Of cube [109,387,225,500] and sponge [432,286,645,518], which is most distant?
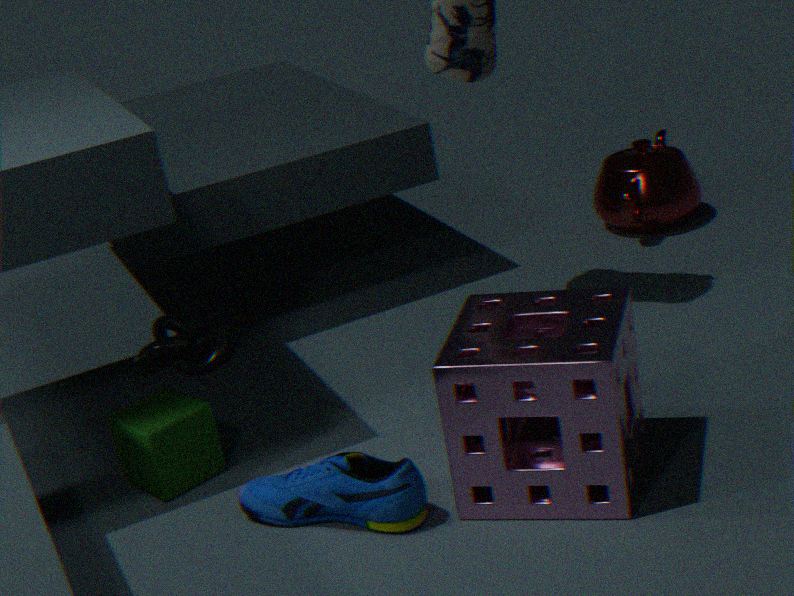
cube [109,387,225,500]
